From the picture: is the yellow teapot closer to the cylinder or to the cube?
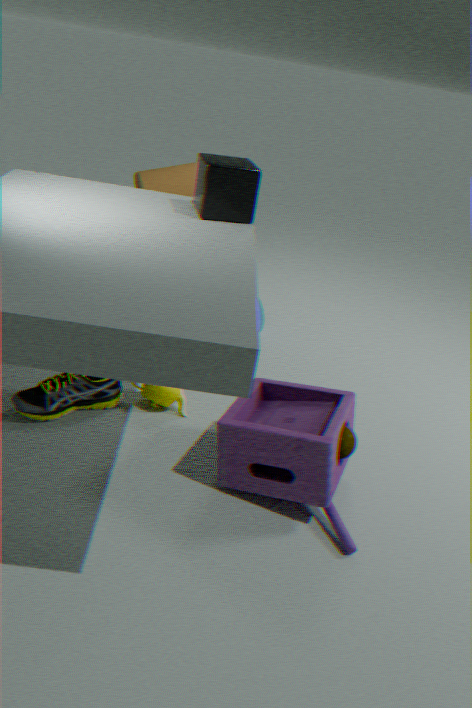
the cube
